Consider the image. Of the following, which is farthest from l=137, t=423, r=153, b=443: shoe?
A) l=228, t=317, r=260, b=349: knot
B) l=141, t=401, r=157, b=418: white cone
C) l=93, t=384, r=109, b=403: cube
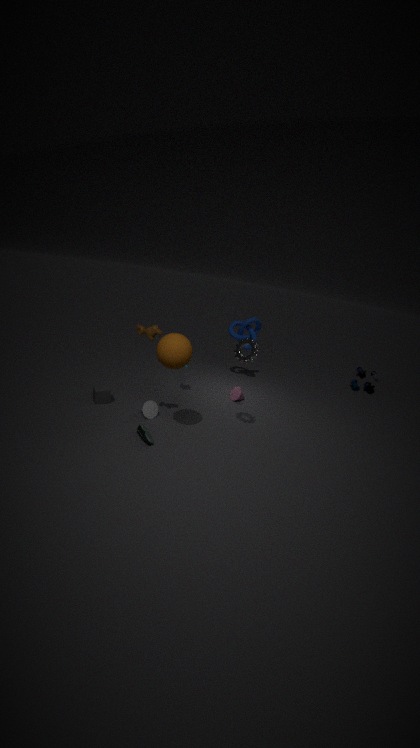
l=228, t=317, r=260, b=349: knot
